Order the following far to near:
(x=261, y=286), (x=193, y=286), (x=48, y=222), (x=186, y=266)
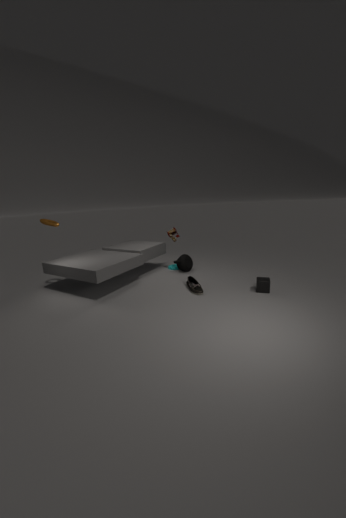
1. (x=186, y=266)
2. (x=48, y=222)
3. (x=193, y=286)
4. (x=261, y=286)
